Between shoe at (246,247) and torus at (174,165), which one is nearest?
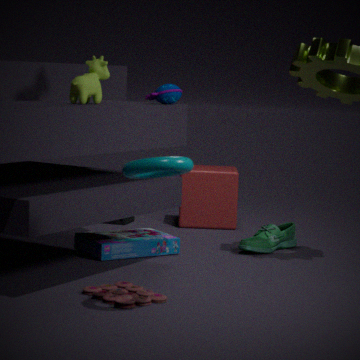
torus at (174,165)
